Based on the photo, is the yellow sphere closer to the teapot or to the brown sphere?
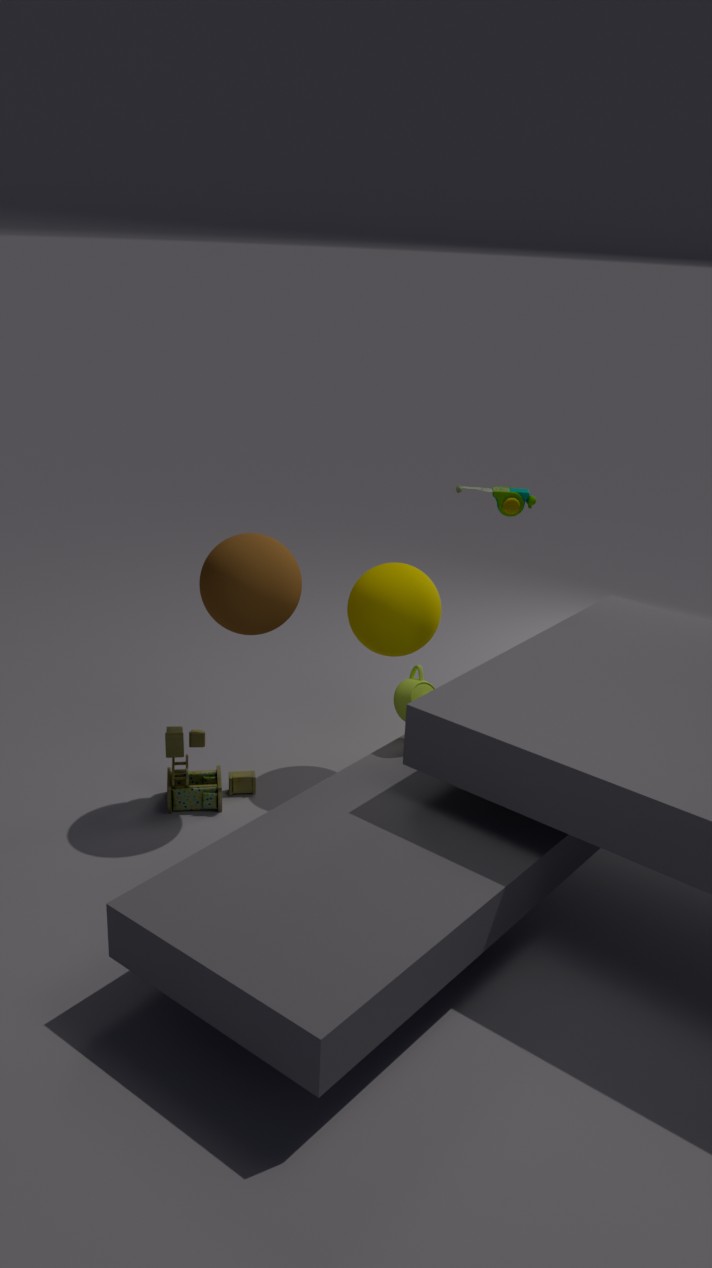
the teapot
